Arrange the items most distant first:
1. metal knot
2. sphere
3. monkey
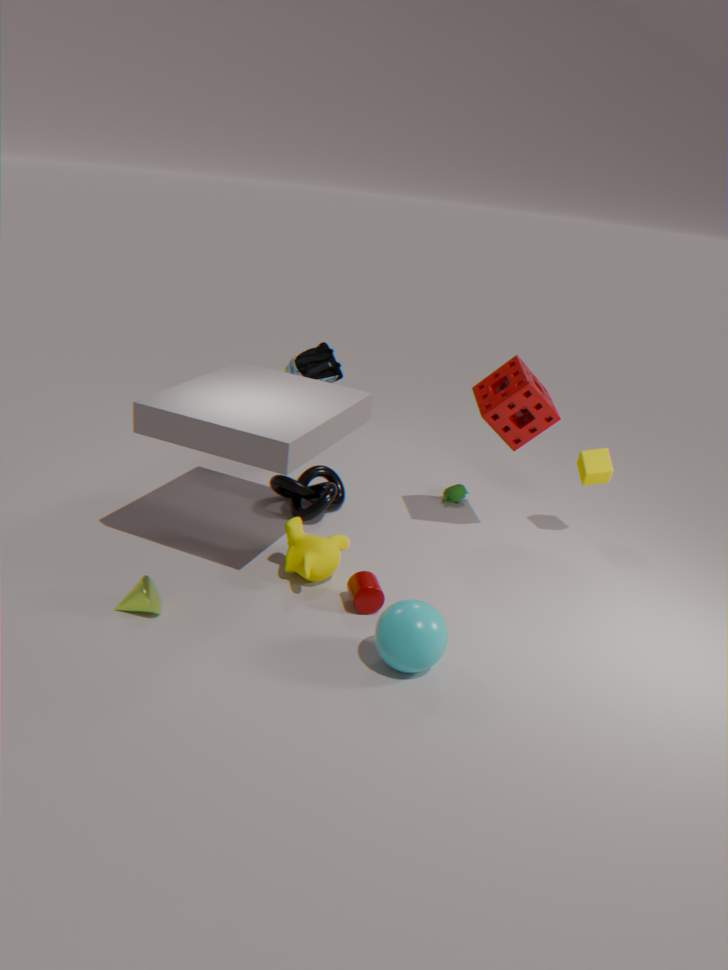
metal knot → monkey → sphere
